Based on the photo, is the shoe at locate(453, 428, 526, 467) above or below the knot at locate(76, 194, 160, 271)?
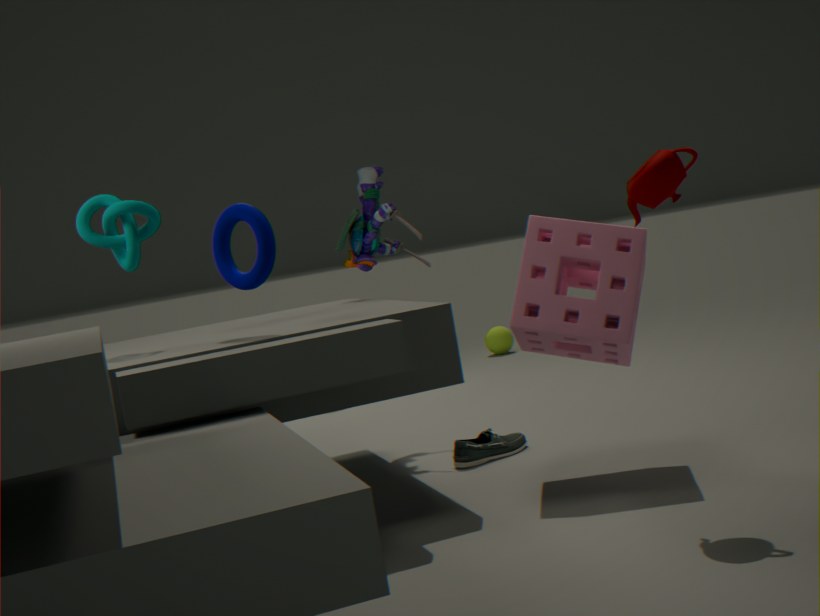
below
